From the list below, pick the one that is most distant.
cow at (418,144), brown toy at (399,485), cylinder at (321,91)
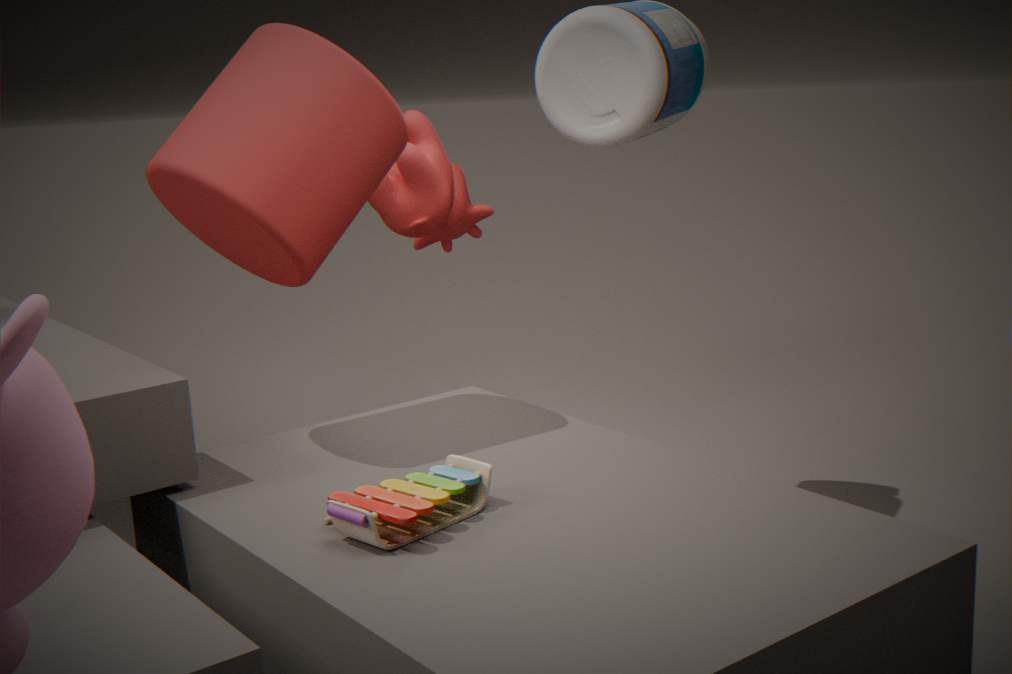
cow at (418,144)
